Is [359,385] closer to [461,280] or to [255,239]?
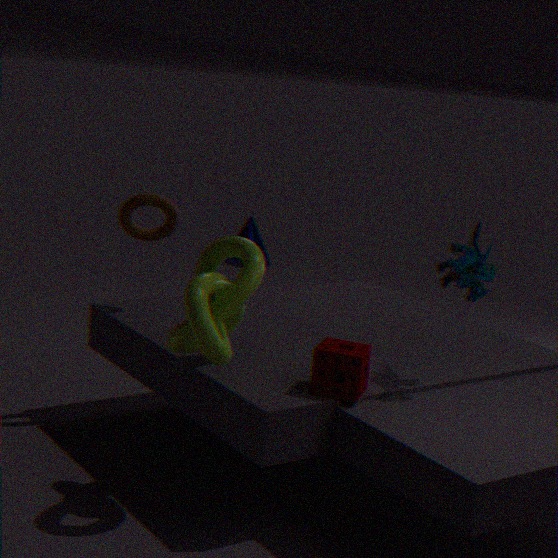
[461,280]
